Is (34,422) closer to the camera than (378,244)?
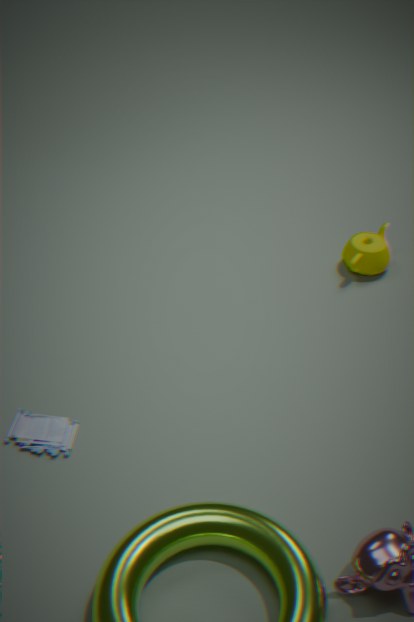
Yes
